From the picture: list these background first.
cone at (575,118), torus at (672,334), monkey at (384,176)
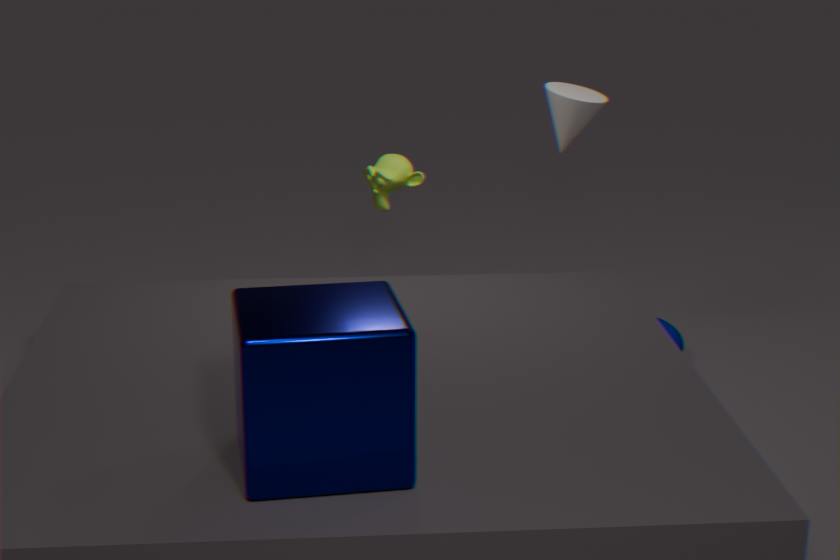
torus at (672,334) < monkey at (384,176) < cone at (575,118)
